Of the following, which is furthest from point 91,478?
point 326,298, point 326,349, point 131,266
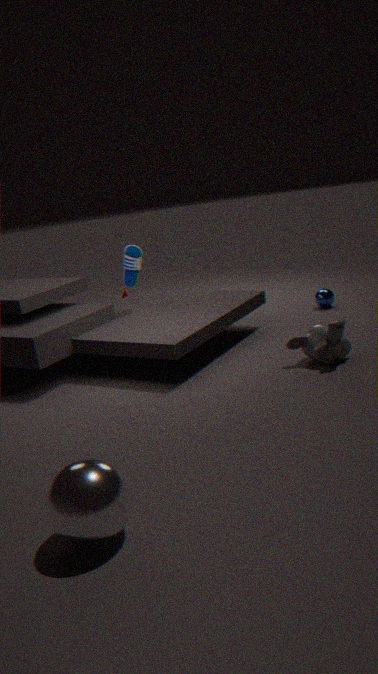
point 326,298
